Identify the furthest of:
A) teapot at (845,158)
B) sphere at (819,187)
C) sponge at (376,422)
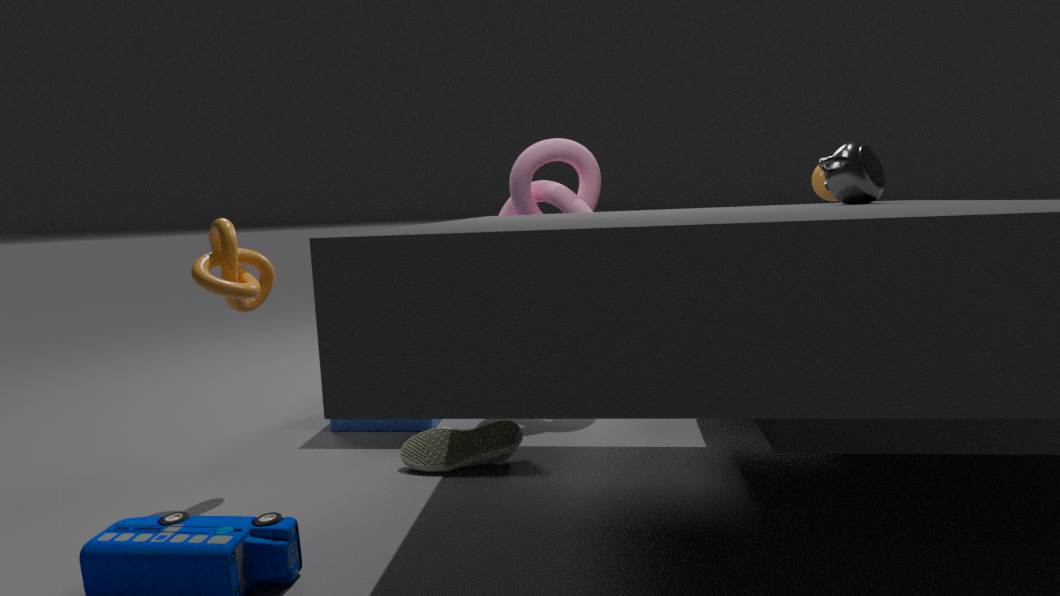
sphere at (819,187)
